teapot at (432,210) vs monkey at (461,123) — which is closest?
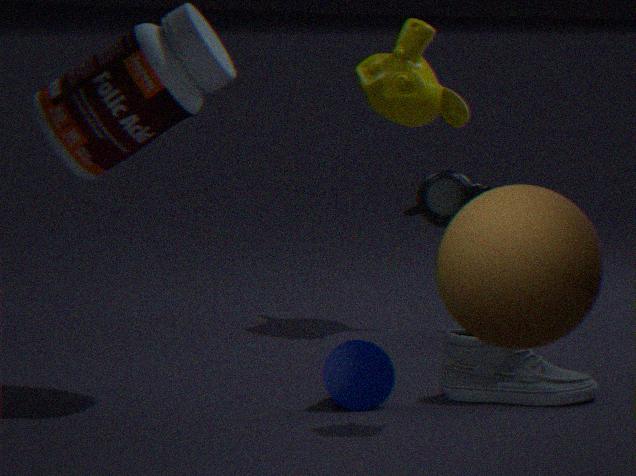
teapot at (432,210)
